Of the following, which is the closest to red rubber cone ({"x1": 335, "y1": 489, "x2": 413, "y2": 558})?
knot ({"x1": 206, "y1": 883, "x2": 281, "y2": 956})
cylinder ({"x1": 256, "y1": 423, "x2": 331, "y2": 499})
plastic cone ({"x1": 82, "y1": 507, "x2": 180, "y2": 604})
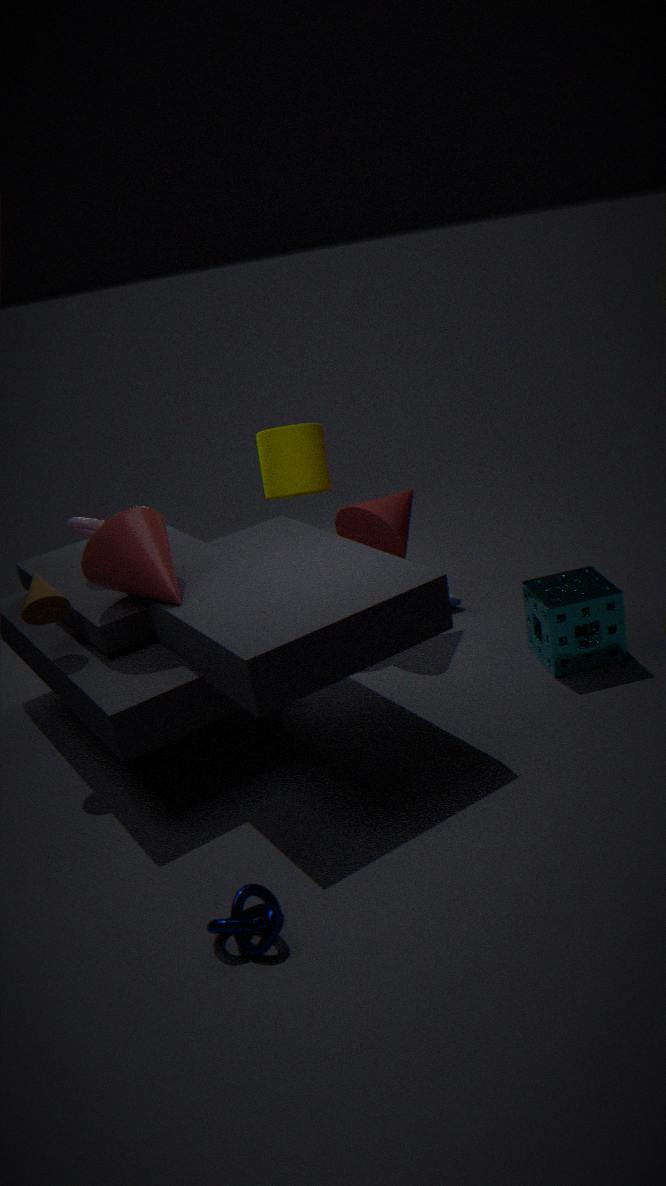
cylinder ({"x1": 256, "y1": 423, "x2": 331, "y2": 499})
